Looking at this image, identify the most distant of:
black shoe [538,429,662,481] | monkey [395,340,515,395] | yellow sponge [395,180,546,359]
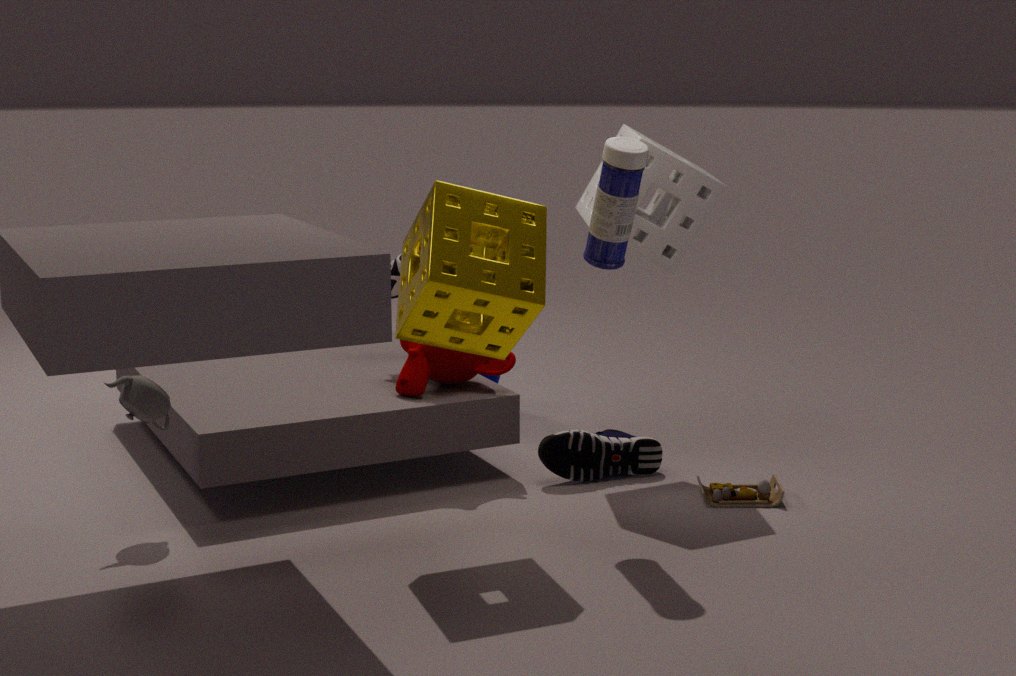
black shoe [538,429,662,481]
